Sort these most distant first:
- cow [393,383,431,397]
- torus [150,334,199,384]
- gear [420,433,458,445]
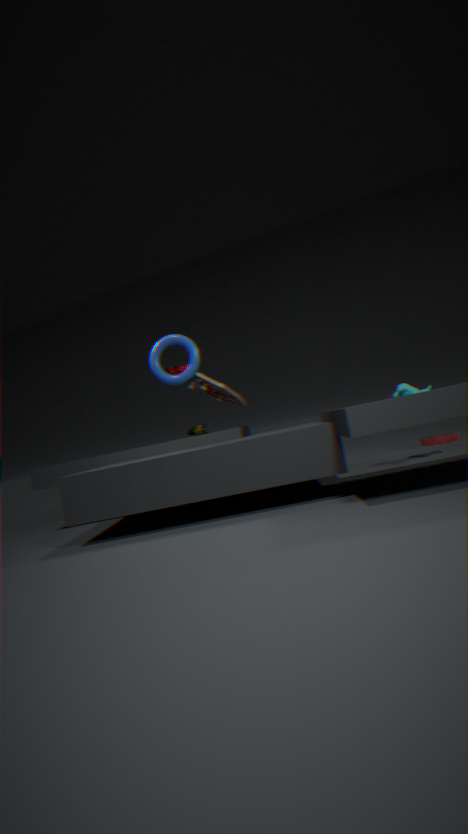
gear [420,433,458,445] < cow [393,383,431,397] < torus [150,334,199,384]
